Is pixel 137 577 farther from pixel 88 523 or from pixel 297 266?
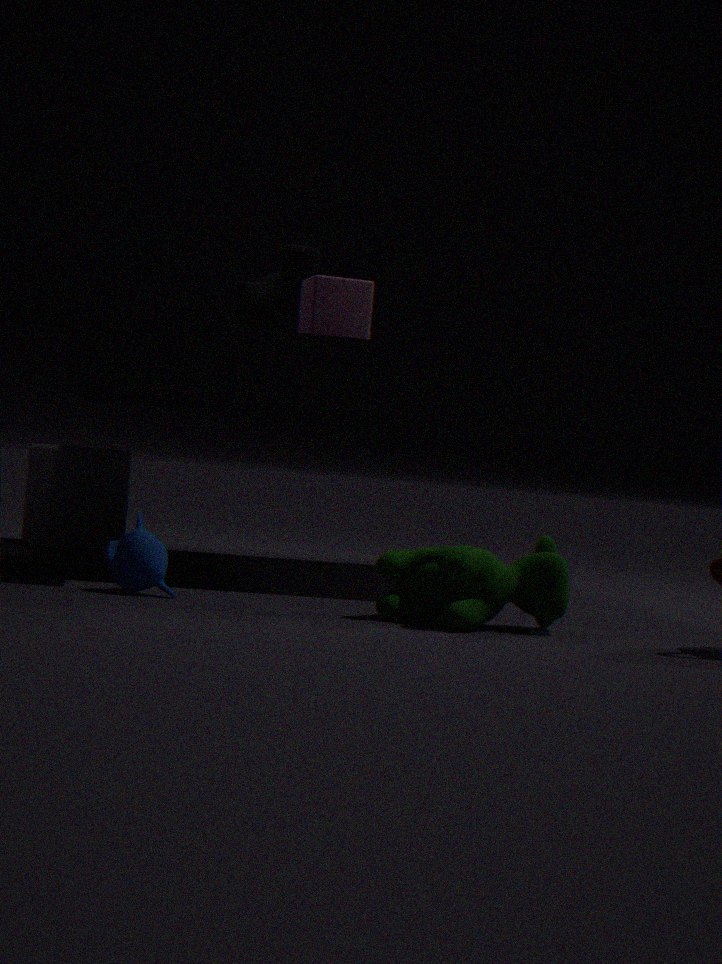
pixel 88 523
